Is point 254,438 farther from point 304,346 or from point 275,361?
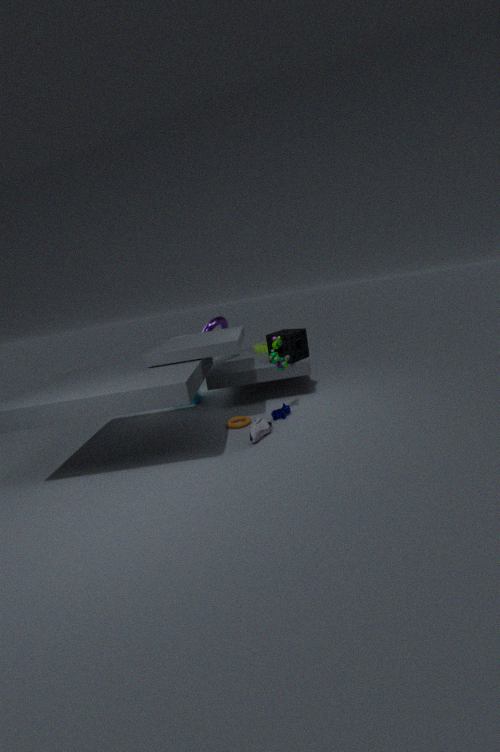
point 304,346
